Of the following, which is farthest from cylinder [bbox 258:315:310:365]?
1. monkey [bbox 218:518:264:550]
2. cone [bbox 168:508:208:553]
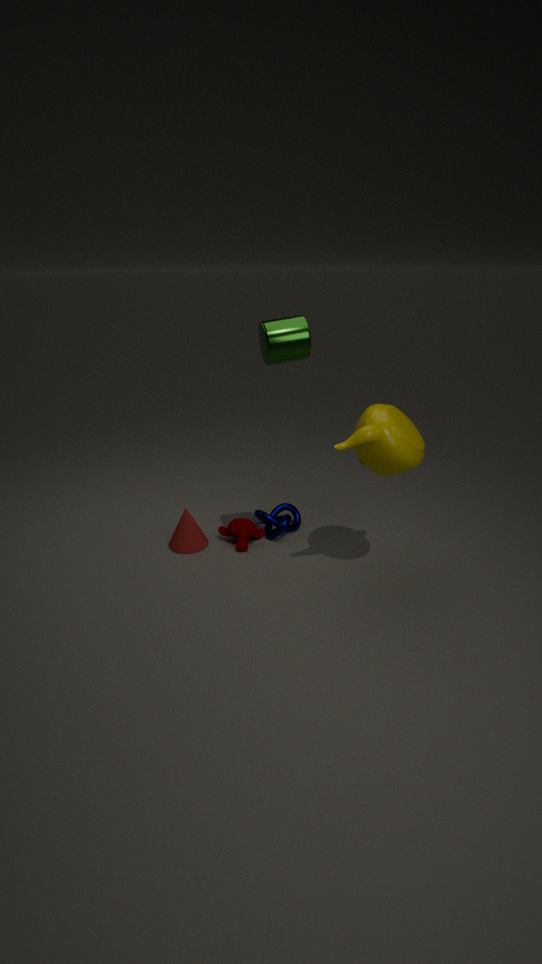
cone [bbox 168:508:208:553]
